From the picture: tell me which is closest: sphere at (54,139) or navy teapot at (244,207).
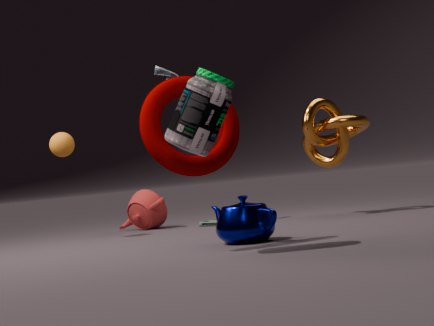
navy teapot at (244,207)
